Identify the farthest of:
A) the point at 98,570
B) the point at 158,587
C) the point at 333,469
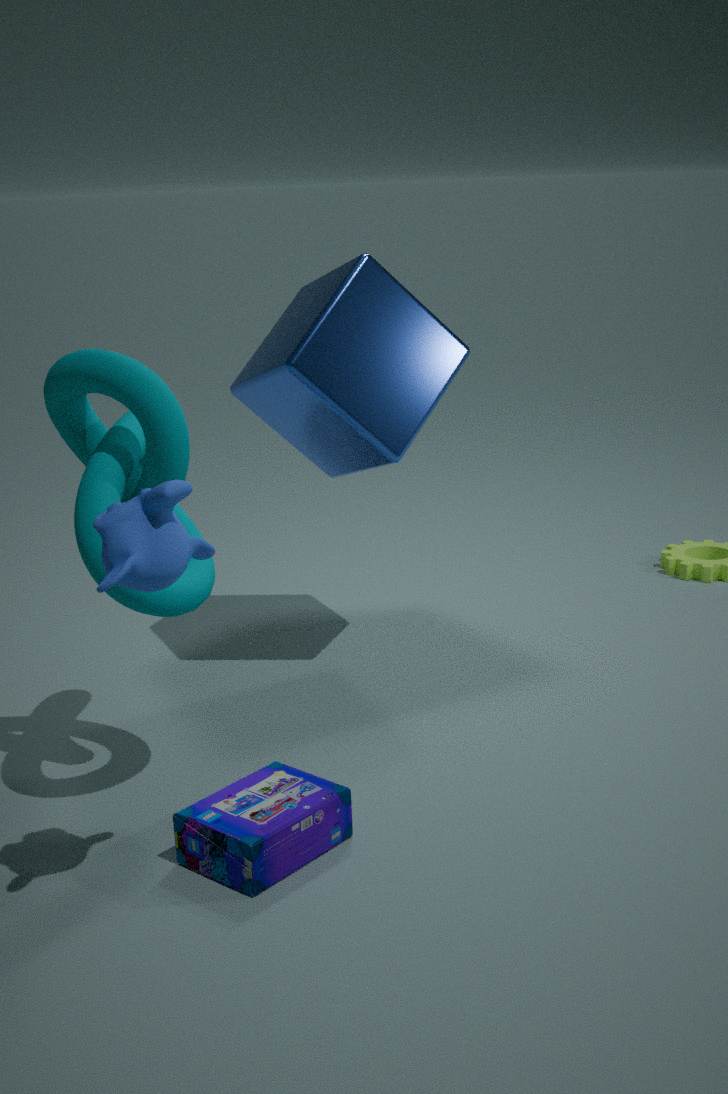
the point at 333,469
